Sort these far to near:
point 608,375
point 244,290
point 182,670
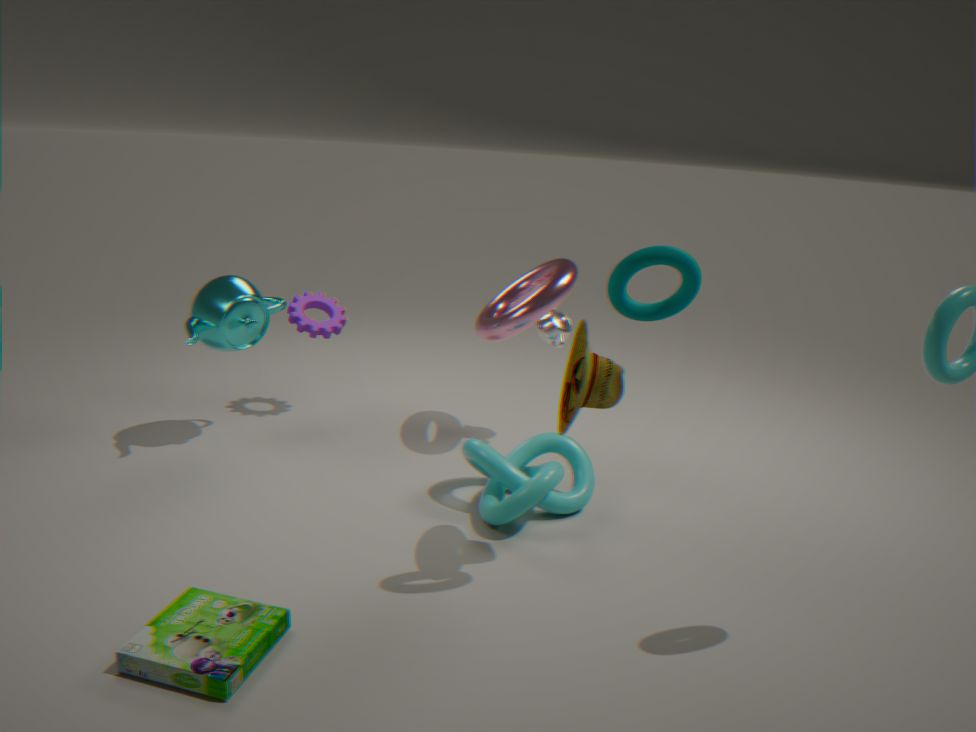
point 244,290, point 608,375, point 182,670
